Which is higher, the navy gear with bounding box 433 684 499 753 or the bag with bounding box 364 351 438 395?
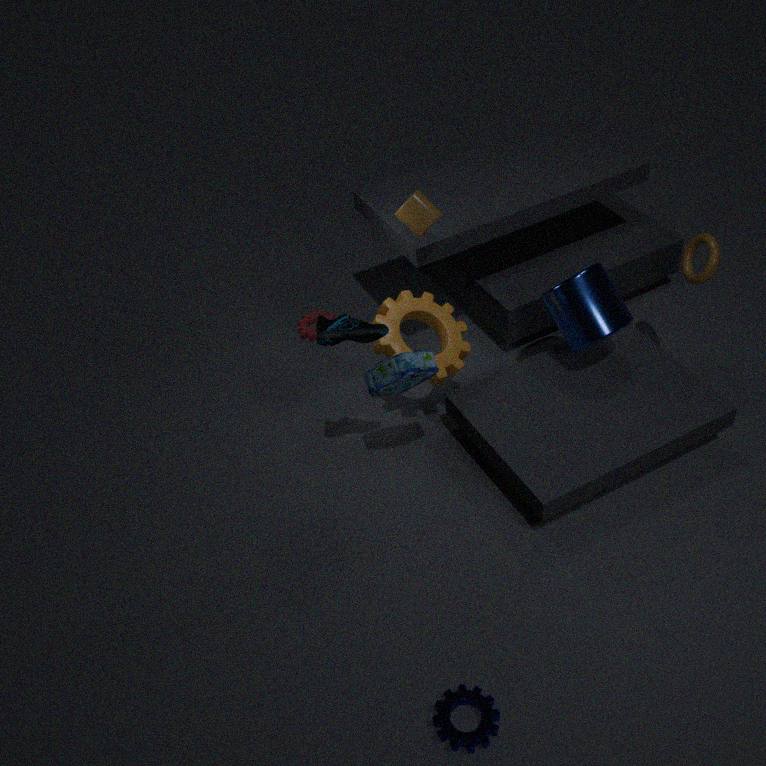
the bag with bounding box 364 351 438 395
